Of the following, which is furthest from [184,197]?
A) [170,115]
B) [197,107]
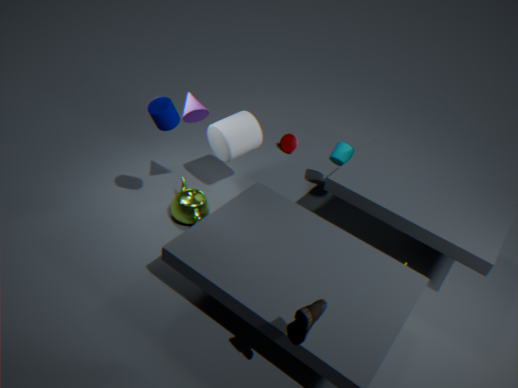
[170,115]
